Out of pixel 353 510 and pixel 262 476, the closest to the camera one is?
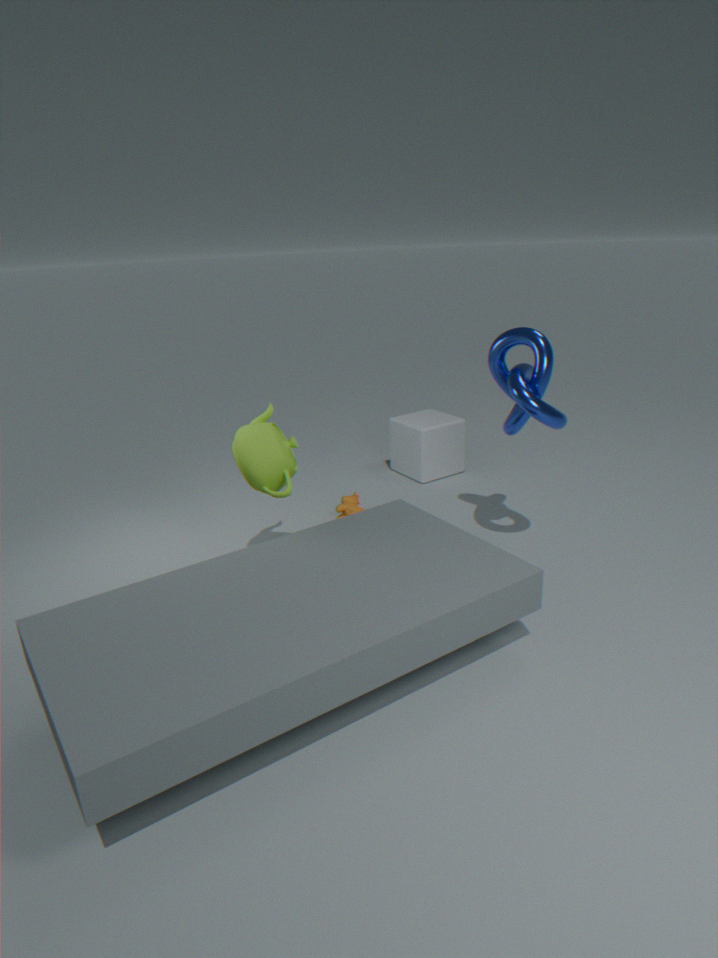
pixel 262 476
